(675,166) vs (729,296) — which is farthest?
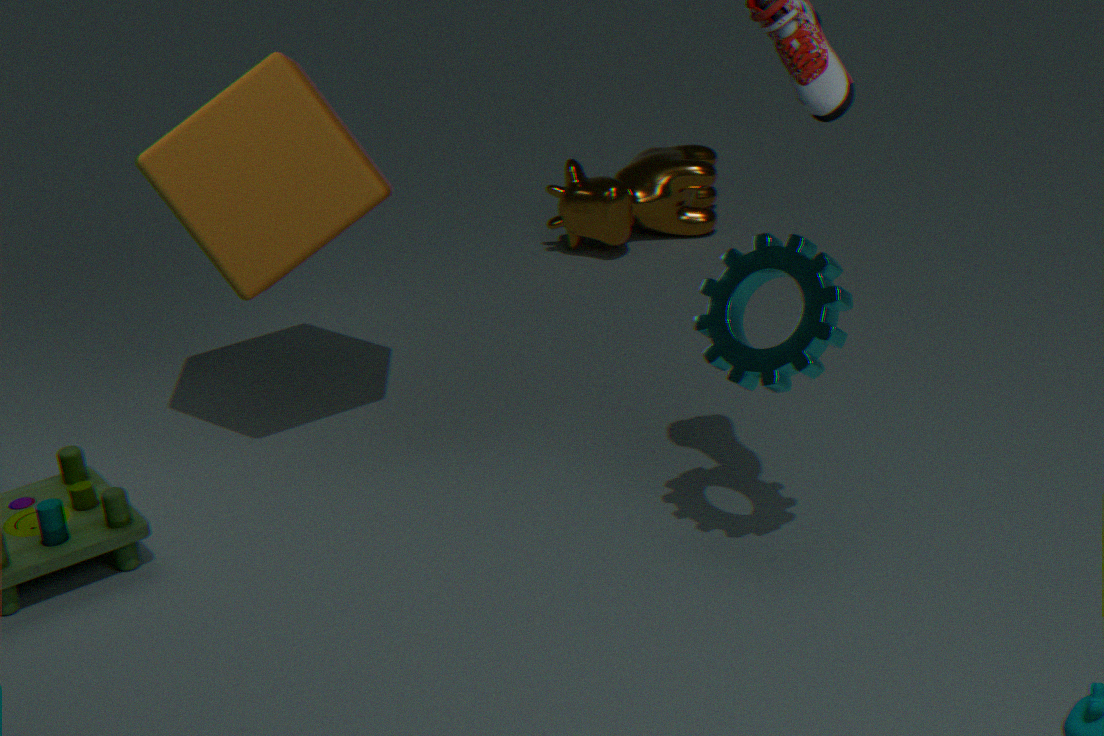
(675,166)
